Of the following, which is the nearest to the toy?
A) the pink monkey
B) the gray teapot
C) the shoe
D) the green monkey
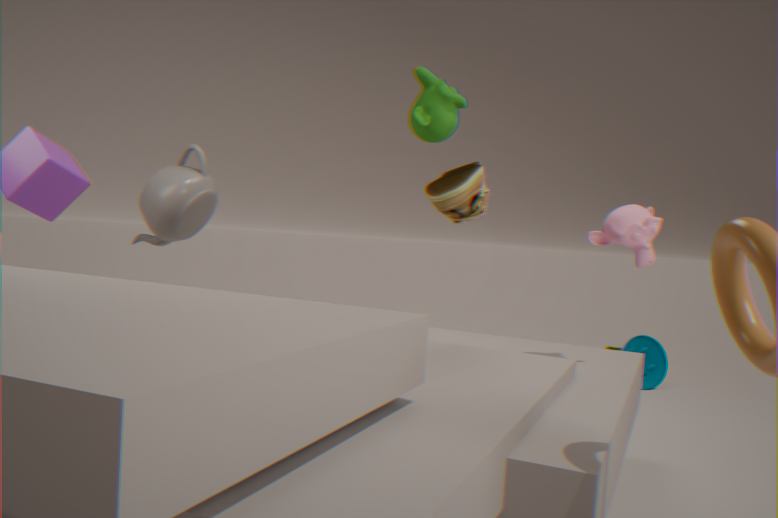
the pink monkey
